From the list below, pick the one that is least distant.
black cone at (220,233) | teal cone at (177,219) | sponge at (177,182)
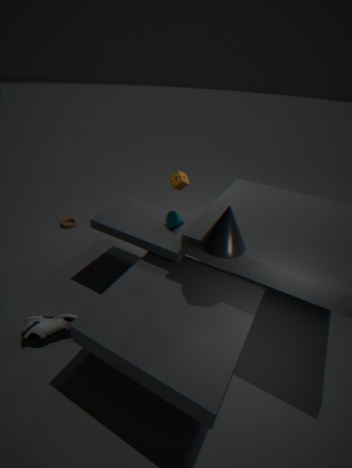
black cone at (220,233)
